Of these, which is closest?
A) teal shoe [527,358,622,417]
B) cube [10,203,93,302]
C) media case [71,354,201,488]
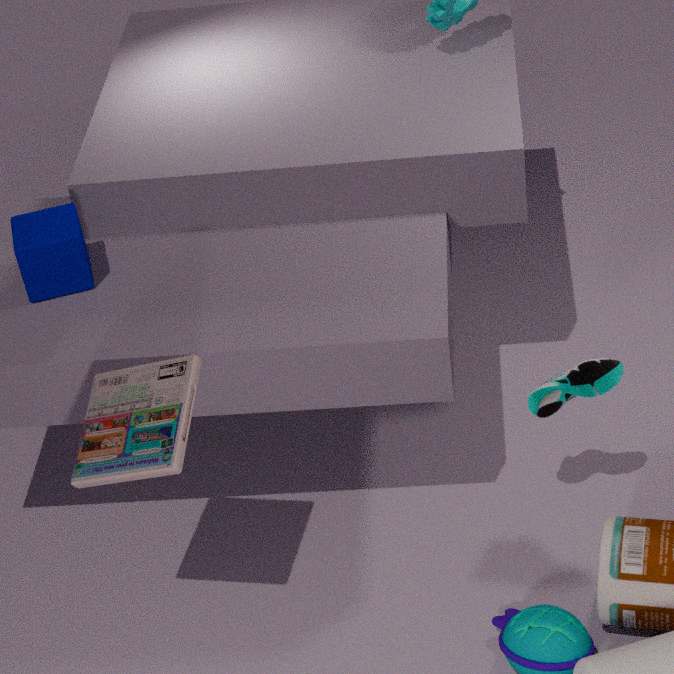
media case [71,354,201,488]
